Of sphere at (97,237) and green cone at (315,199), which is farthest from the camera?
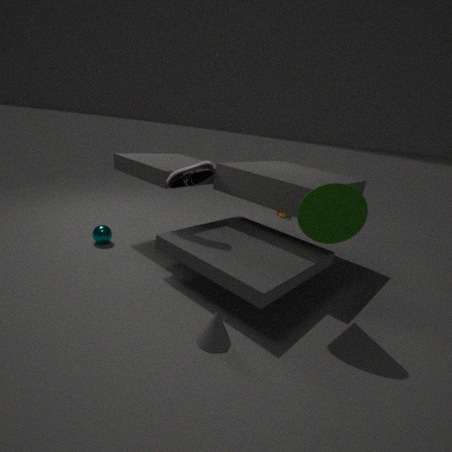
sphere at (97,237)
